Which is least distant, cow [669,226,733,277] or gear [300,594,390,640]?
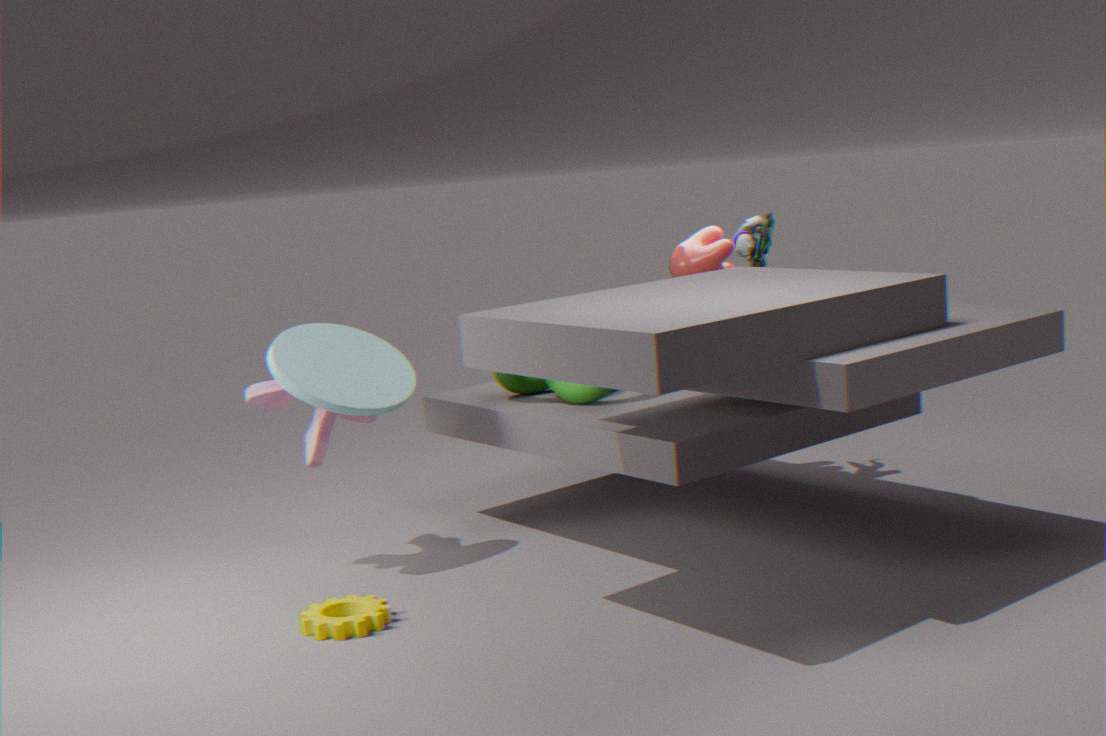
gear [300,594,390,640]
